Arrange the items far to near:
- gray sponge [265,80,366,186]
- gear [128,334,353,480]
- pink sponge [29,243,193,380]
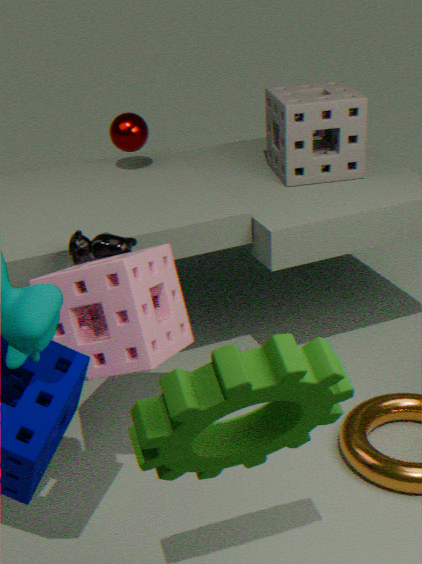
gray sponge [265,80,366,186] < pink sponge [29,243,193,380] < gear [128,334,353,480]
